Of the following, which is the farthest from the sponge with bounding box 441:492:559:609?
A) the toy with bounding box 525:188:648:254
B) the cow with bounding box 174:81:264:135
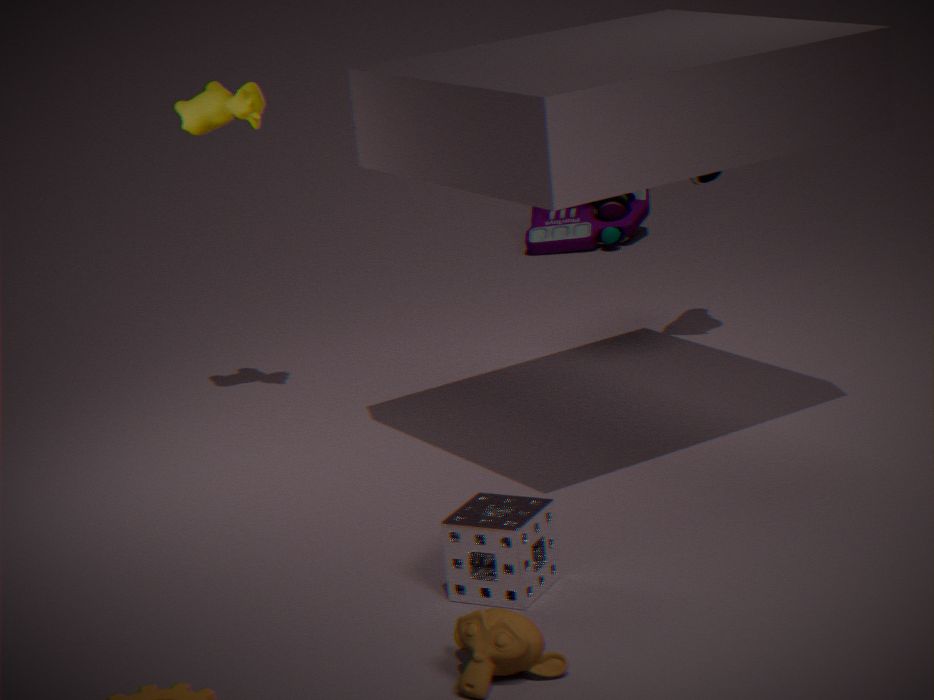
the toy with bounding box 525:188:648:254
